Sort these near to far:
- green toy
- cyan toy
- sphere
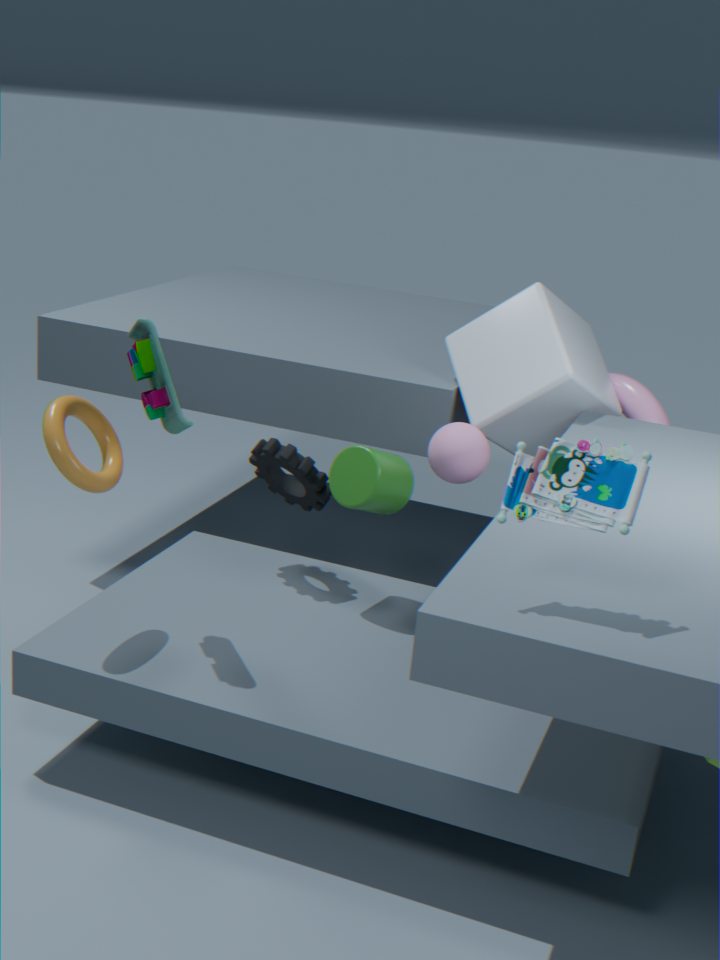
cyan toy, green toy, sphere
